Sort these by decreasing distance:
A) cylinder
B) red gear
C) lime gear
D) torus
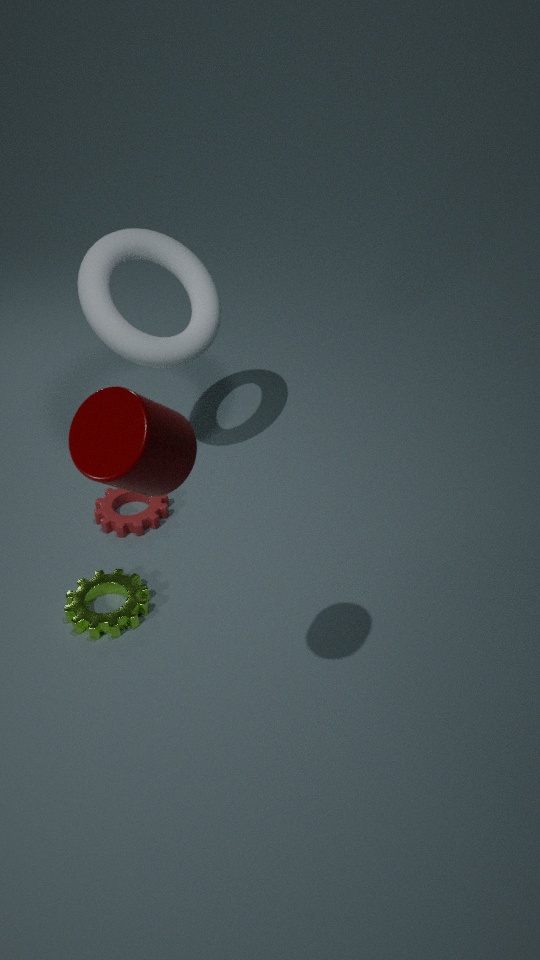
red gear, torus, lime gear, cylinder
